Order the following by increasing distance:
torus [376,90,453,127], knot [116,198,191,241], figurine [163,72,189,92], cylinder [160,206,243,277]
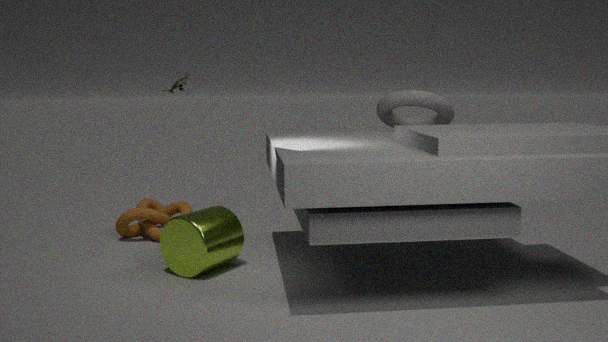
cylinder [160,206,243,277], figurine [163,72,189,92], torus [376,90,453,127], knot [116,198,191,241]
